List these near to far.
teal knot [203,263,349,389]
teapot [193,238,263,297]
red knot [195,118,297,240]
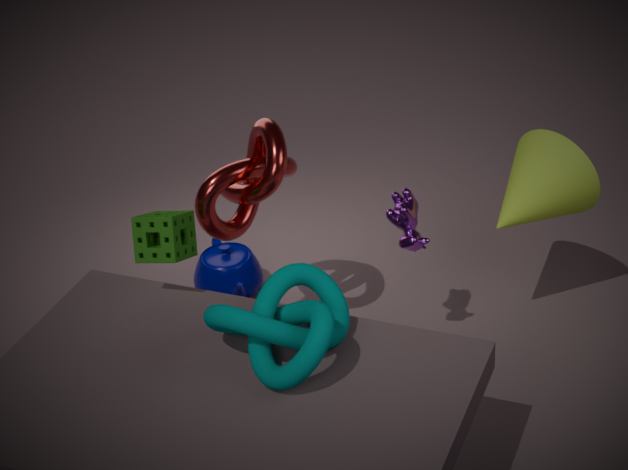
teal knot [203,263,349,389] → red knot [195,118,297,240] → teapot [193,238,263,297]
